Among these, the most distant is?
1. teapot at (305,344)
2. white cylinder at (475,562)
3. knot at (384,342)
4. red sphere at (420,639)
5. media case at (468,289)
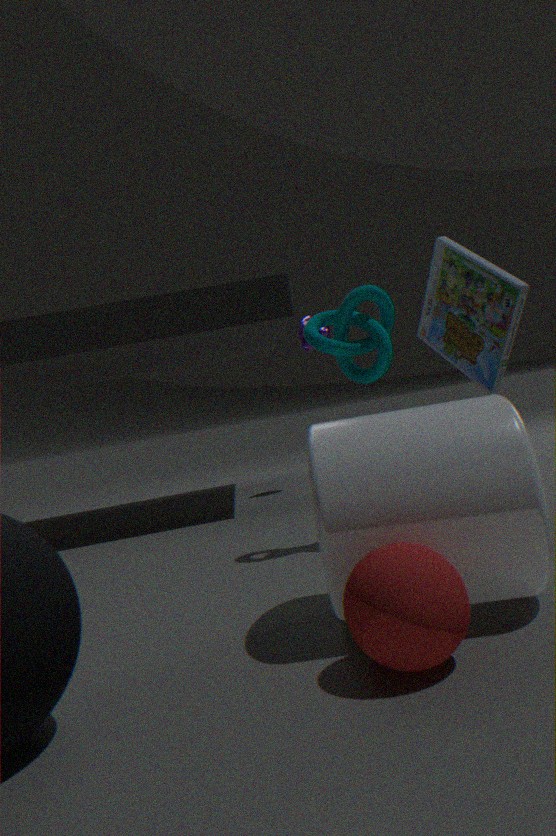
teapot at (305,344)
